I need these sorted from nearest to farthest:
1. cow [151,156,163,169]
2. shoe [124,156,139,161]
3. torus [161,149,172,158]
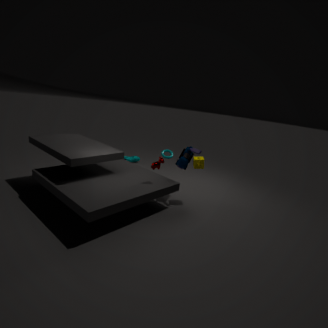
cow [151,156,163,169]
torus [161,149,172,158]
shoe [124,156,139,161]
